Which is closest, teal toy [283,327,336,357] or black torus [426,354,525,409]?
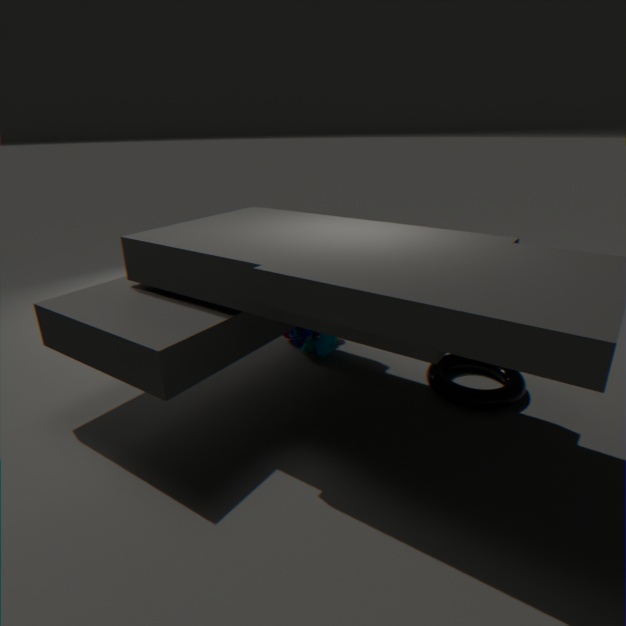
black torus [426,354,525,409]
